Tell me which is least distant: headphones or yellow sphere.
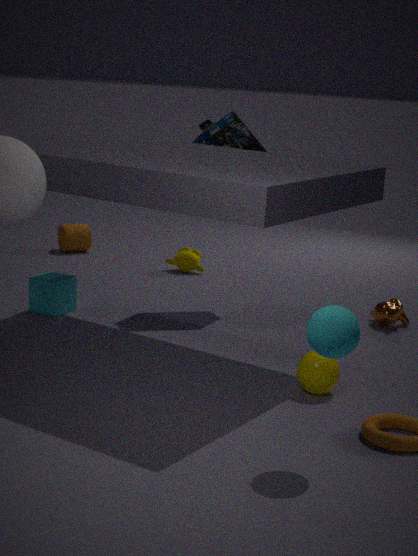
yellow sphere
